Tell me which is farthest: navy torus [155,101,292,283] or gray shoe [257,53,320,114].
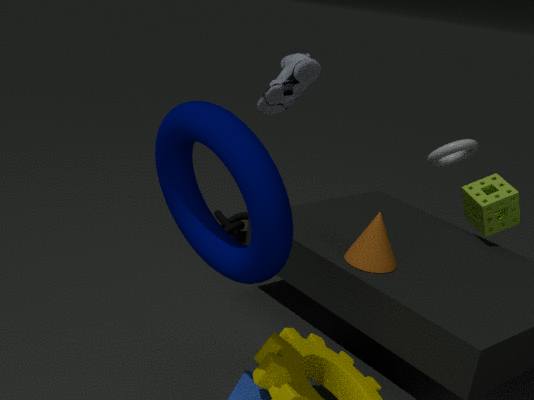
gray shoe [257,53,320,114]
